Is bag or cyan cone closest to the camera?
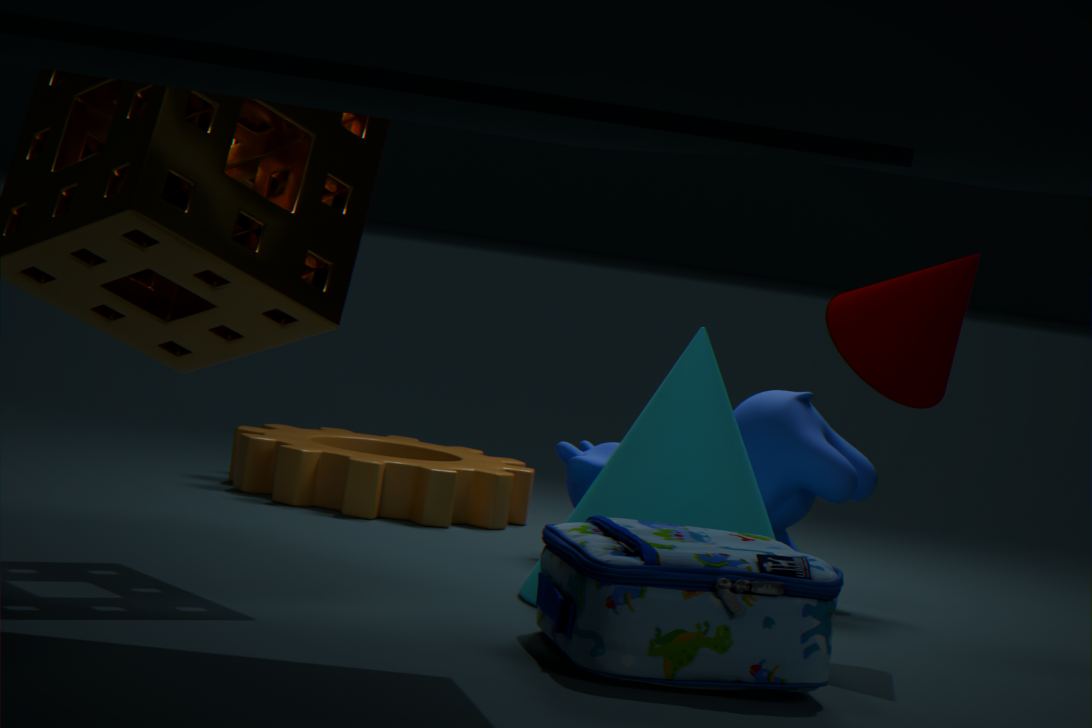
bag
